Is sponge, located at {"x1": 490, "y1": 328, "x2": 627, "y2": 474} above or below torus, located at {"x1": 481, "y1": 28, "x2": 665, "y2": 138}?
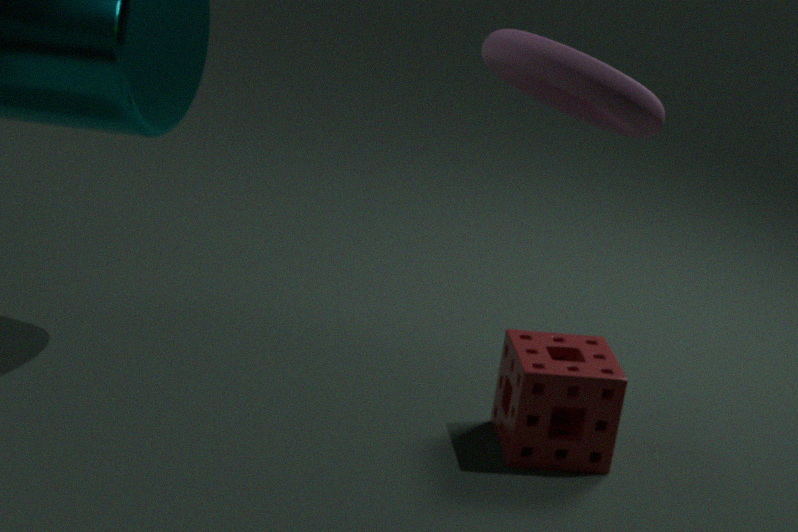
below
